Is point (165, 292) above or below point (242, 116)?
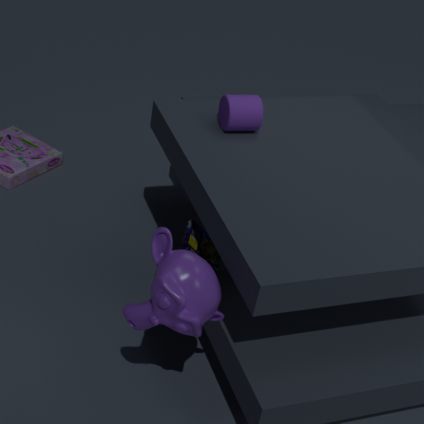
below
